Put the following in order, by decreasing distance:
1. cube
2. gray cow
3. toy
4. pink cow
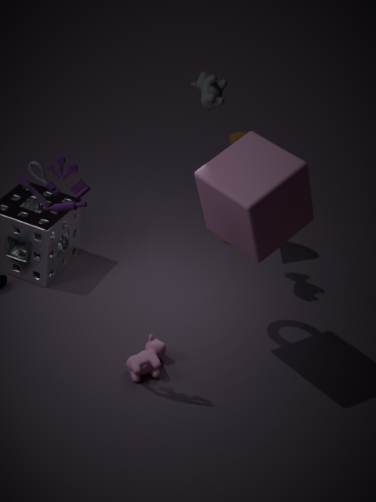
gray cow, pink cow, cube, toy
